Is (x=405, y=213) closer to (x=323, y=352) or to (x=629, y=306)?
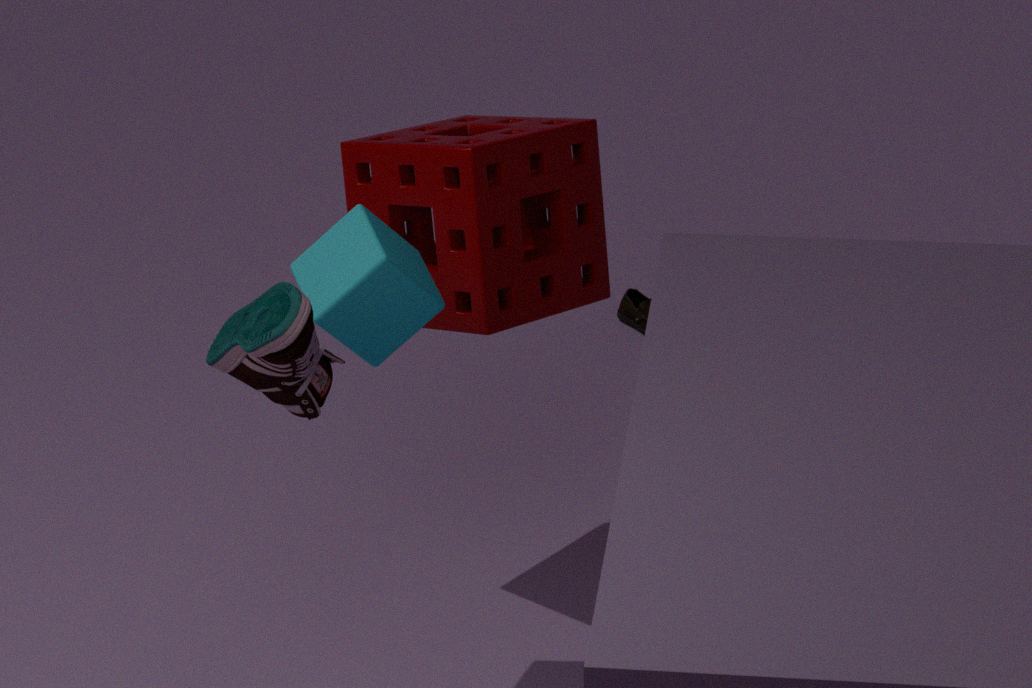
(x=323, y=352)
